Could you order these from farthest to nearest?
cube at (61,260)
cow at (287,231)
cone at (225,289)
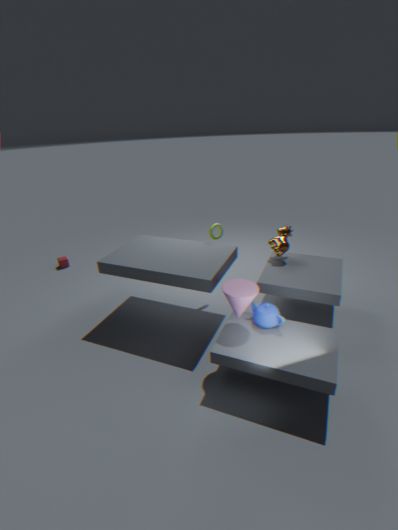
cube at (61,260) → cow at (287,231) → cone at (225,289)
